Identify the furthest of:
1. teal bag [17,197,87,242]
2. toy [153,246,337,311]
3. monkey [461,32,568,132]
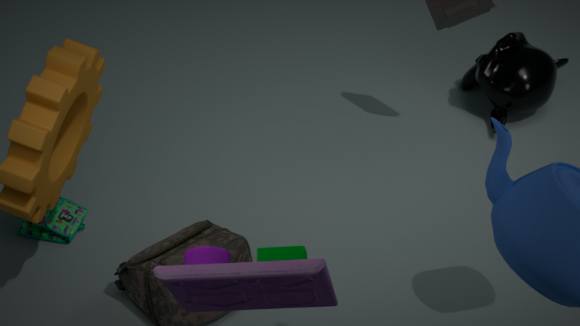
monkey [461,32,568,132]
